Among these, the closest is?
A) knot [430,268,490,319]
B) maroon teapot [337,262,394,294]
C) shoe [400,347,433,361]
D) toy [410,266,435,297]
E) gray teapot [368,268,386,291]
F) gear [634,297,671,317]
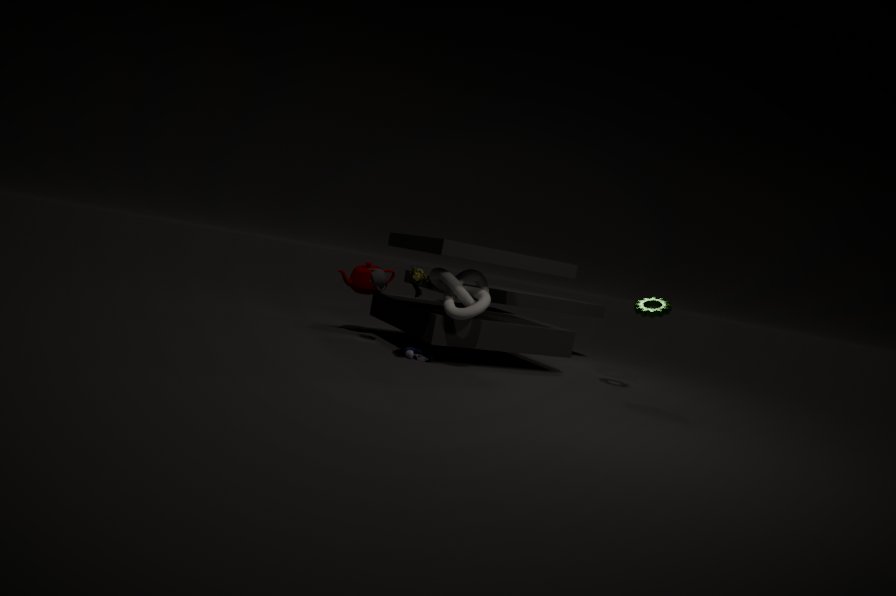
toy [410,266,435,297]
